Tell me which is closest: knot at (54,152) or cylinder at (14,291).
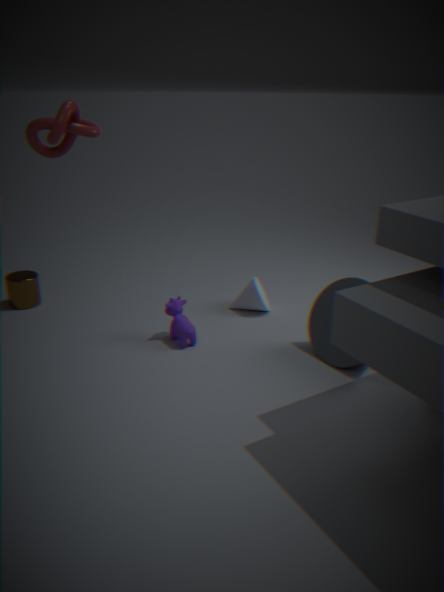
knot at (54,152)
